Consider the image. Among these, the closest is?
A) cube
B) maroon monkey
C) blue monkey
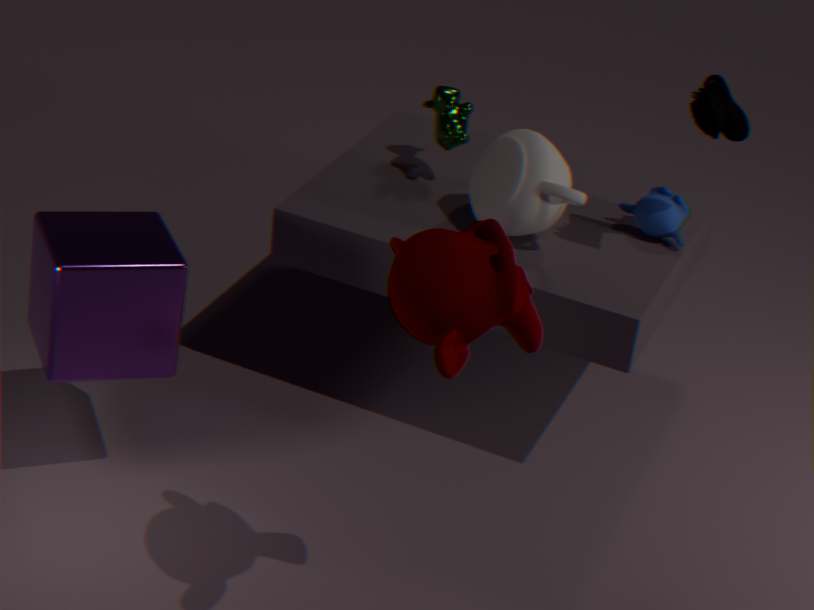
maroon monkey
